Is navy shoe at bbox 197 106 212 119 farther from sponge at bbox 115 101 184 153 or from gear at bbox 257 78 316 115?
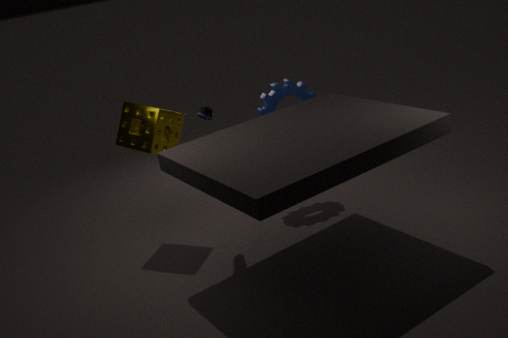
gear at bbox 257 78 316 115
